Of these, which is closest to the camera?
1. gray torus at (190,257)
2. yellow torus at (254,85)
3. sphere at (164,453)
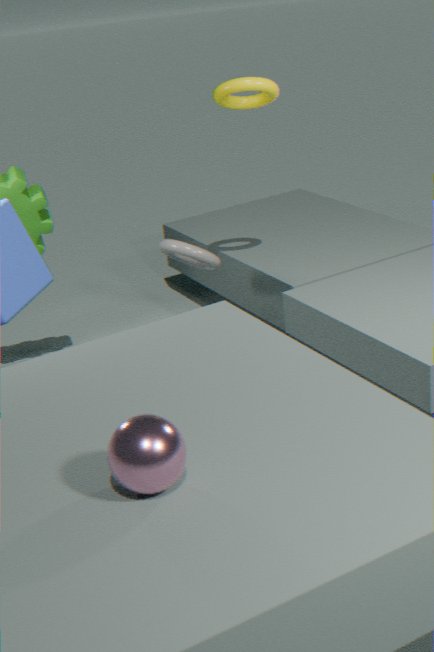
sphere at (164,453)
